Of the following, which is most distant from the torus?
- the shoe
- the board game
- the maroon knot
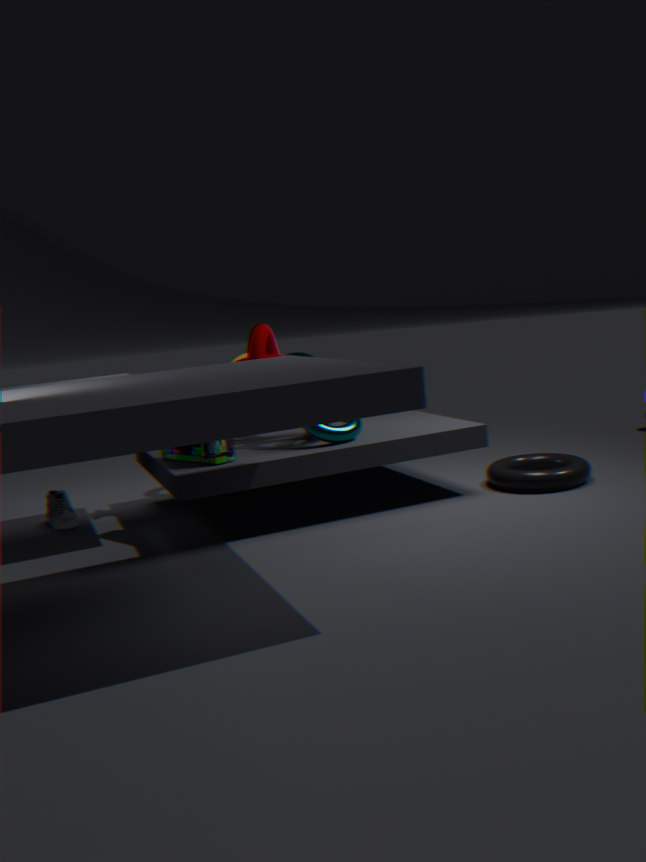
the shoe
